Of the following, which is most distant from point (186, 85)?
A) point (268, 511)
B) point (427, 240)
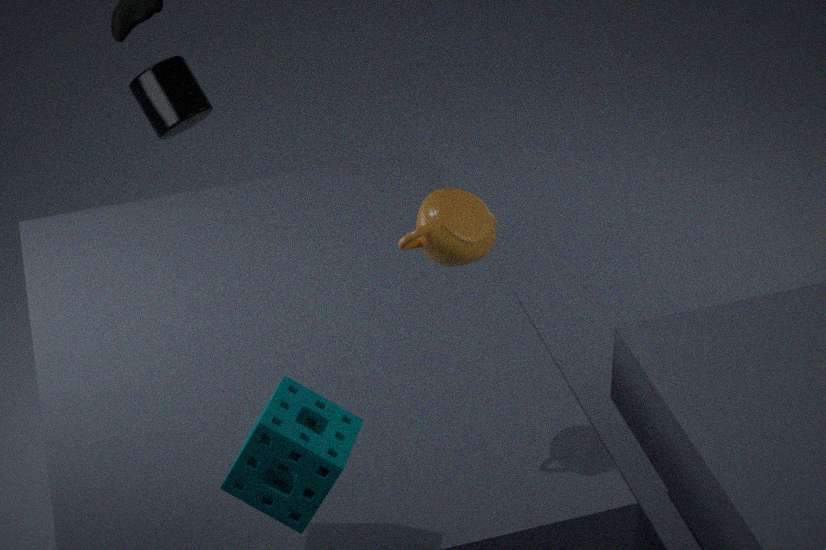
point (268, 511)
